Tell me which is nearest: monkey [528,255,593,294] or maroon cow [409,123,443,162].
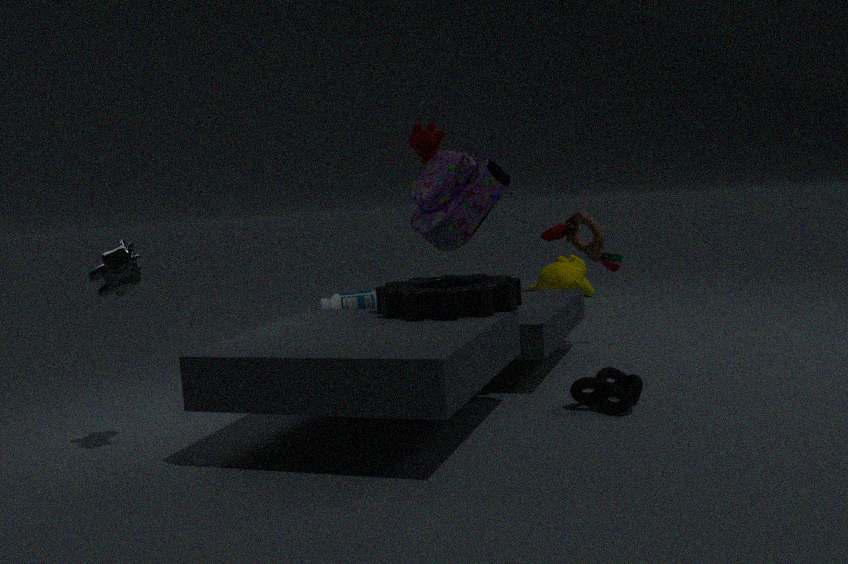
maroon cow [409,123,443,162]
